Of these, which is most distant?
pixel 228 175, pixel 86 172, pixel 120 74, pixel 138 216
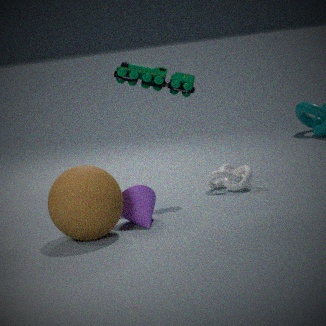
pixel 228 175
